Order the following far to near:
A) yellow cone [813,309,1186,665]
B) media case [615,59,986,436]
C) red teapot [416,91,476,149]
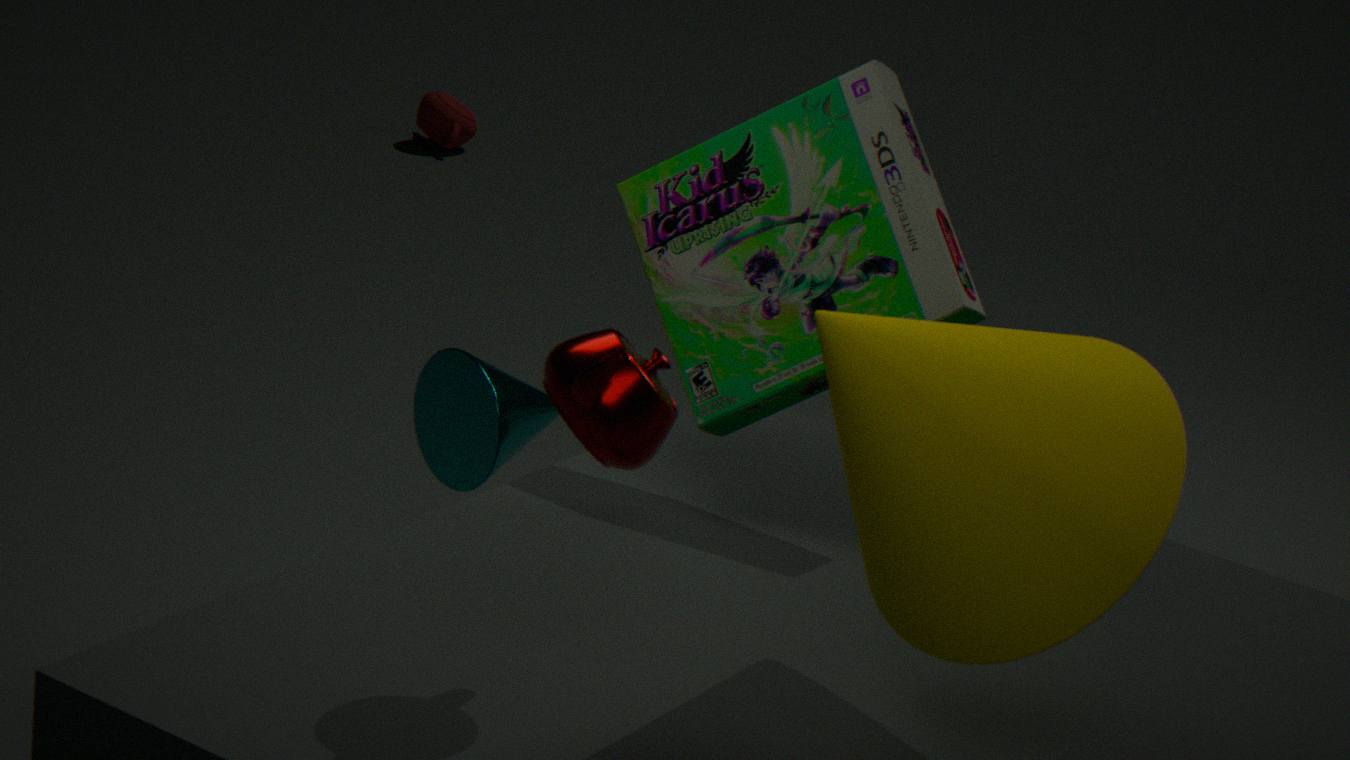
red teapot [416,91,476,149] → media case [615,59,986,436] → yellow cone [813,309,1186,665]
